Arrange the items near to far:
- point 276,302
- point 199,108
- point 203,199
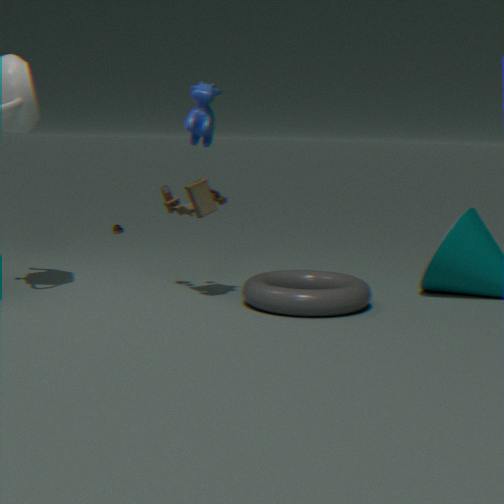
point 276,302 < point 199,108 < point 203,199
